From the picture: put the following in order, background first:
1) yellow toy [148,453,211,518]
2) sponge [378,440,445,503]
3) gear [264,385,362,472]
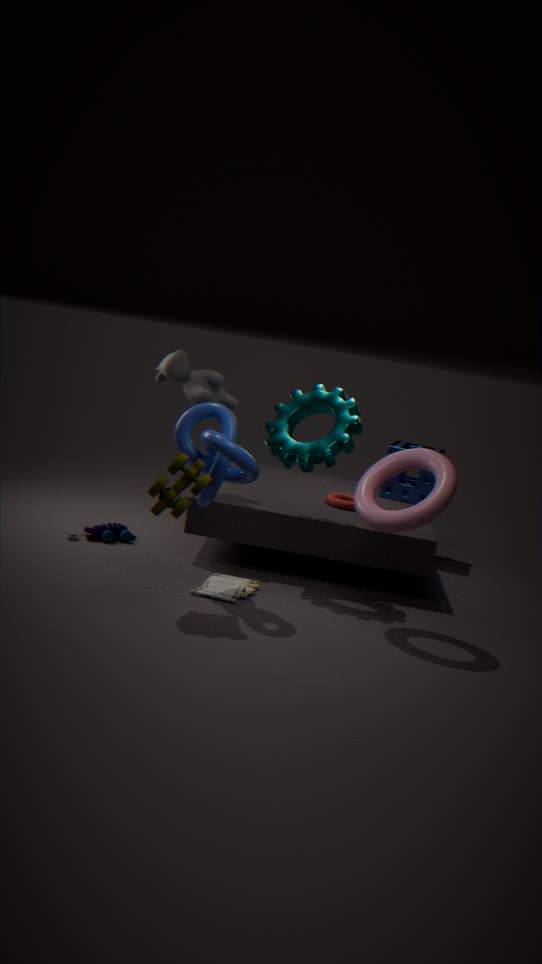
2. sponge [378,440,445,503]
3. gear [264,385,362,472]
1. yellow toy [148,453,211,518]
